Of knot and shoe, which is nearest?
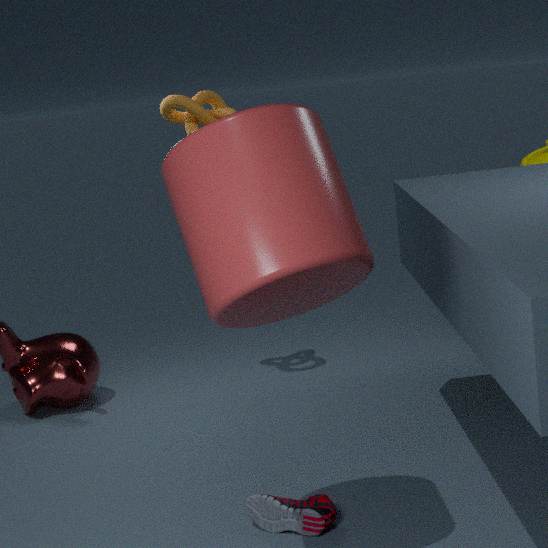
shoe
